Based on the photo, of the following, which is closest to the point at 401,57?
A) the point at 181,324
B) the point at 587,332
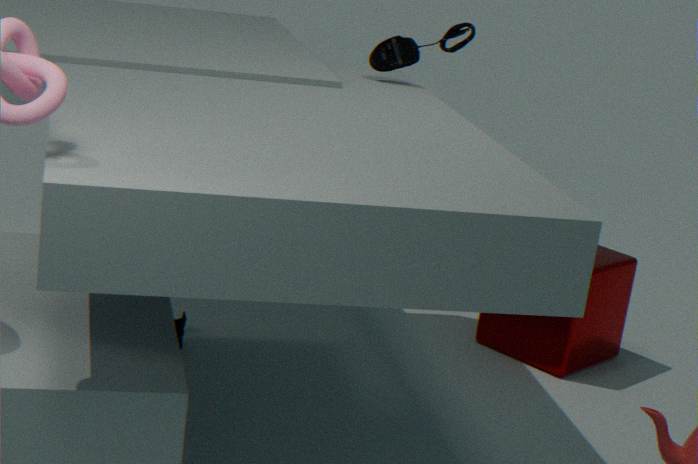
the point at 587,332
